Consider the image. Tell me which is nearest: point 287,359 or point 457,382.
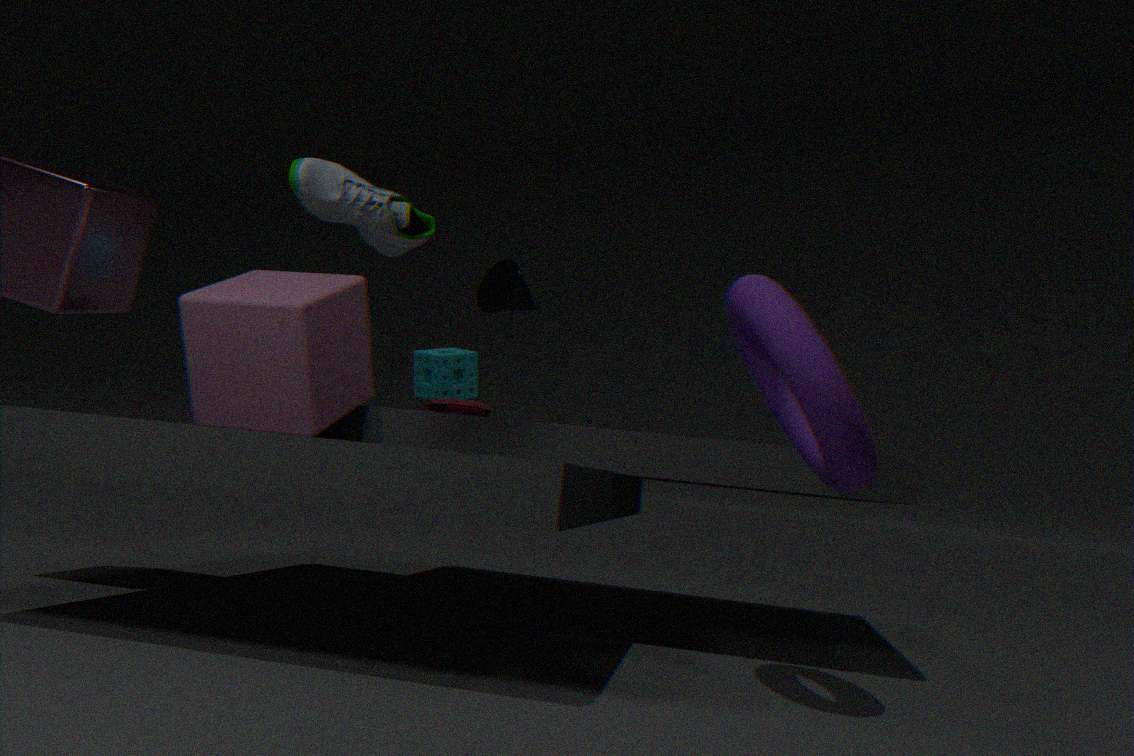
point 287,359
